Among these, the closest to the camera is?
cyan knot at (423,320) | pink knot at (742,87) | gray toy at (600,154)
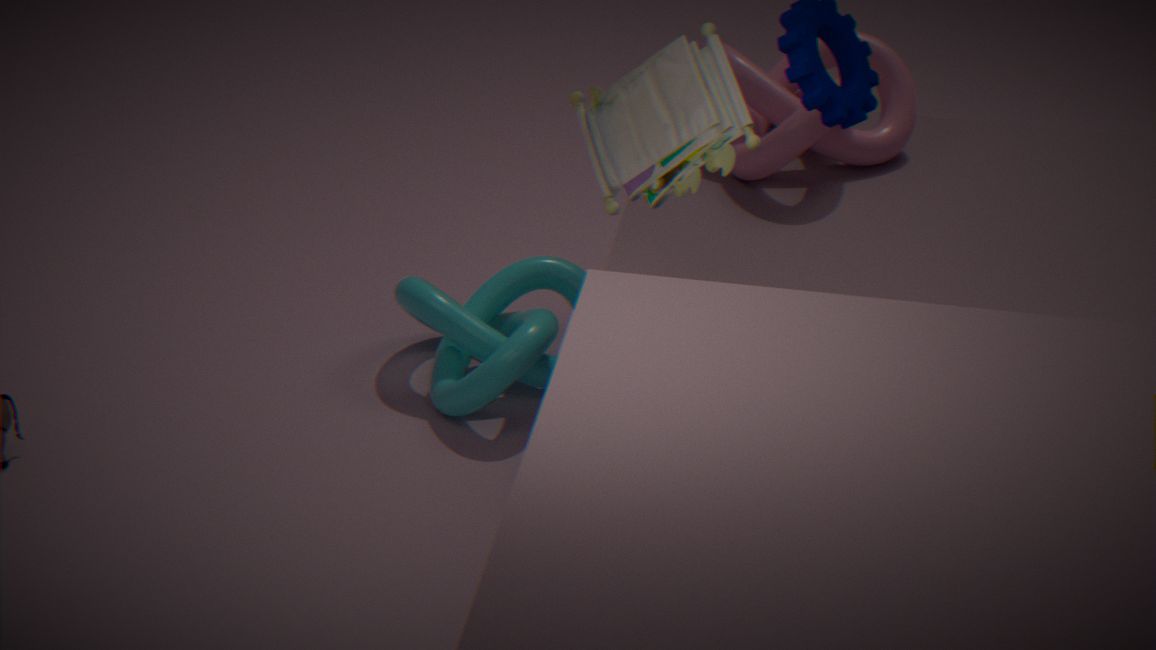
gray toy at (600,154)
